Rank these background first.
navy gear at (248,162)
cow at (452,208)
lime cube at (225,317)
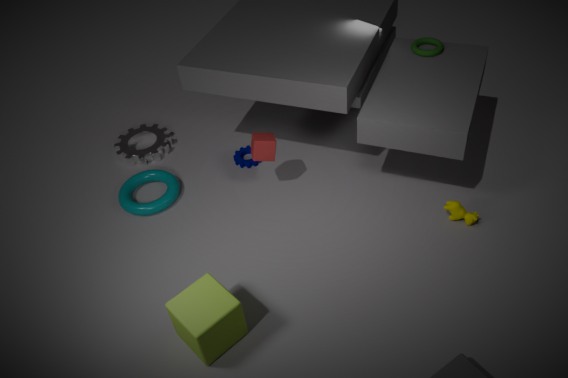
navy gear at (248,162)
cow at (452,208)
lime cube at (225,317)
